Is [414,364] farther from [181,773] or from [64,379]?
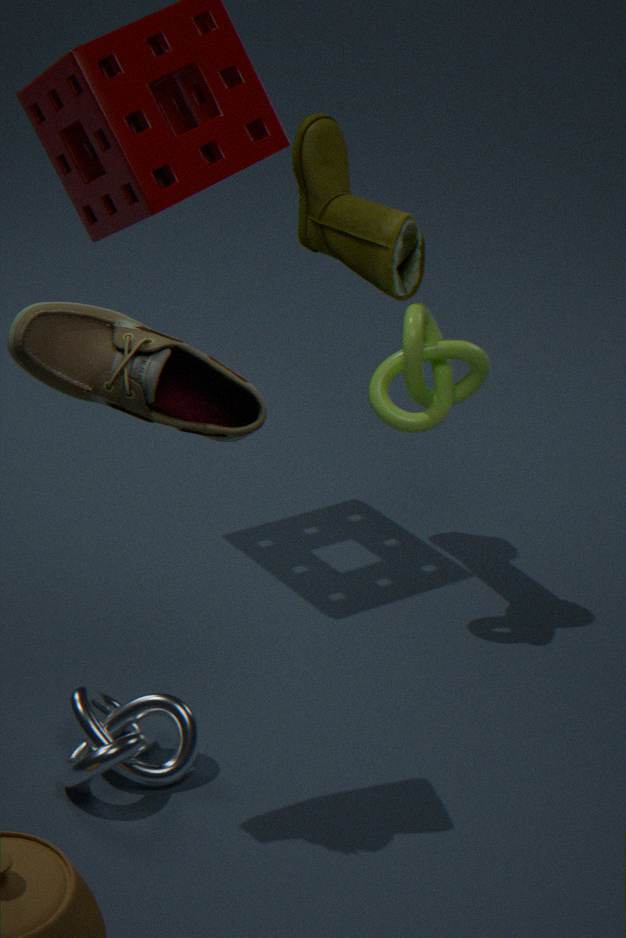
[181,773]
